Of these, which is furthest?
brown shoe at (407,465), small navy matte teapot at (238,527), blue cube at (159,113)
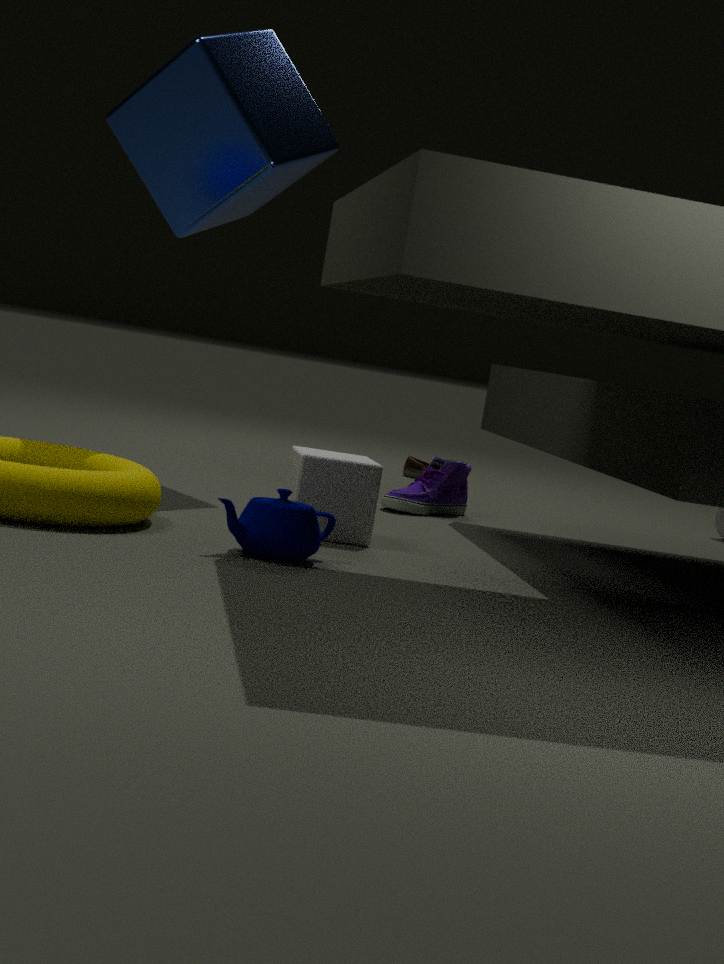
brown shoe at (407,465)
